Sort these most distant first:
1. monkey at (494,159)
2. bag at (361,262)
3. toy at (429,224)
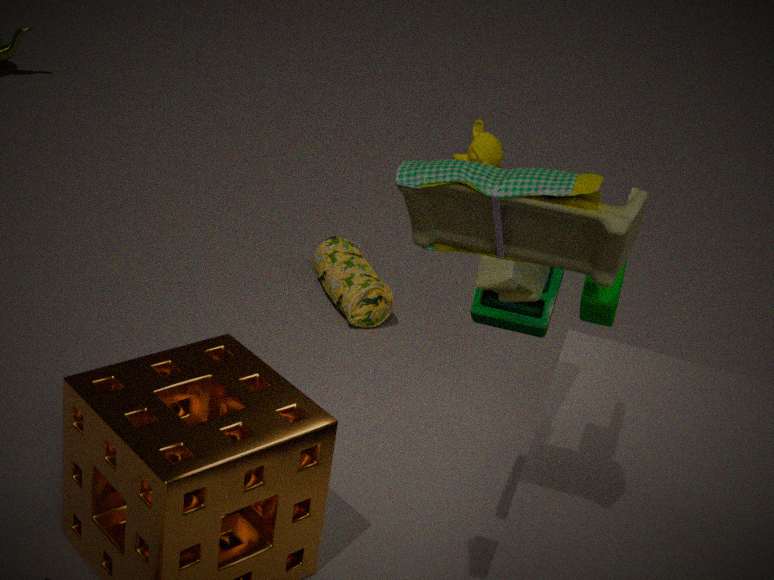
monkey at (494,159) → bag at (361,262) → toy at (429,224)
